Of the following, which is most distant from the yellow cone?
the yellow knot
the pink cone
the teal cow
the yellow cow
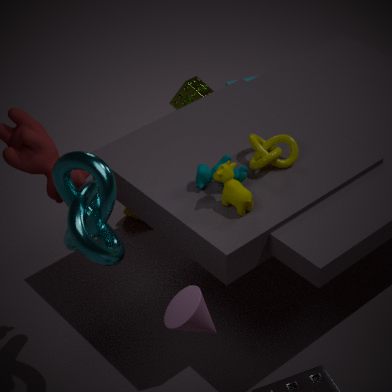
the pink cone
